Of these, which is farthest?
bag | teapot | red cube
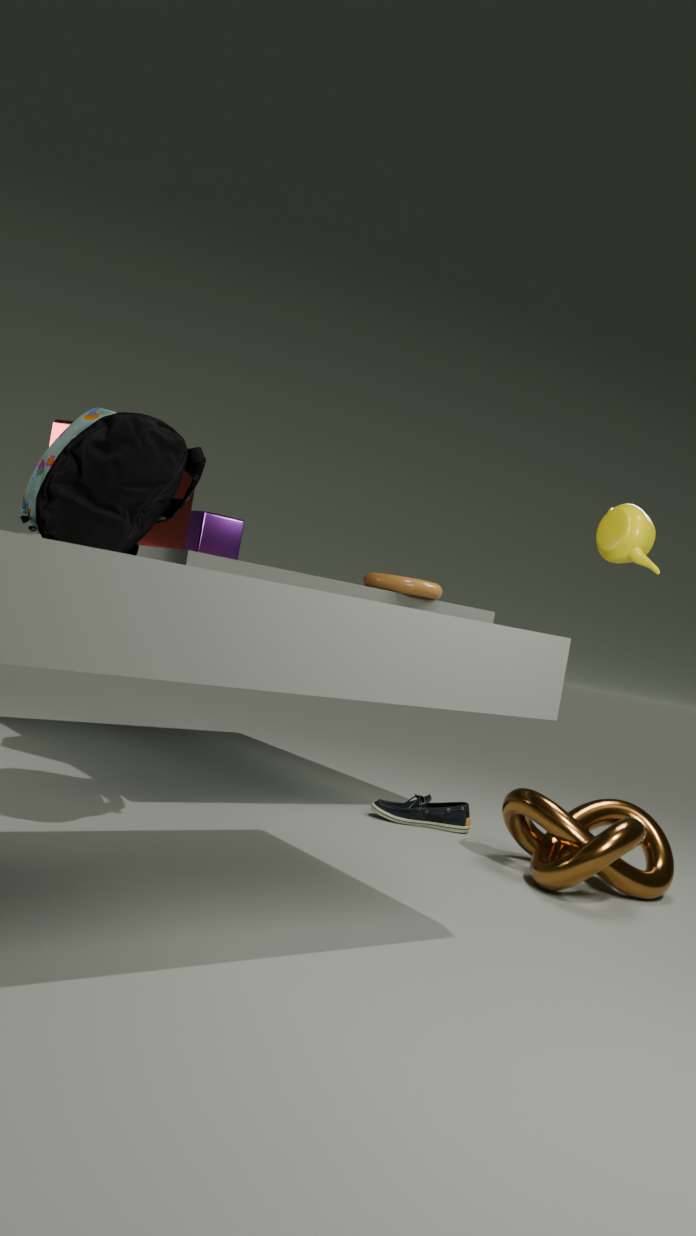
red cube
